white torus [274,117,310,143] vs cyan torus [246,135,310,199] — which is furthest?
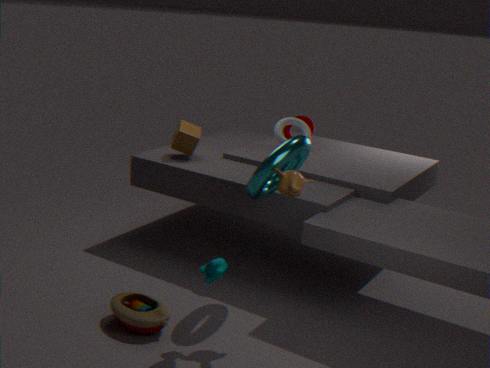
white torus [274,117,310,143]
